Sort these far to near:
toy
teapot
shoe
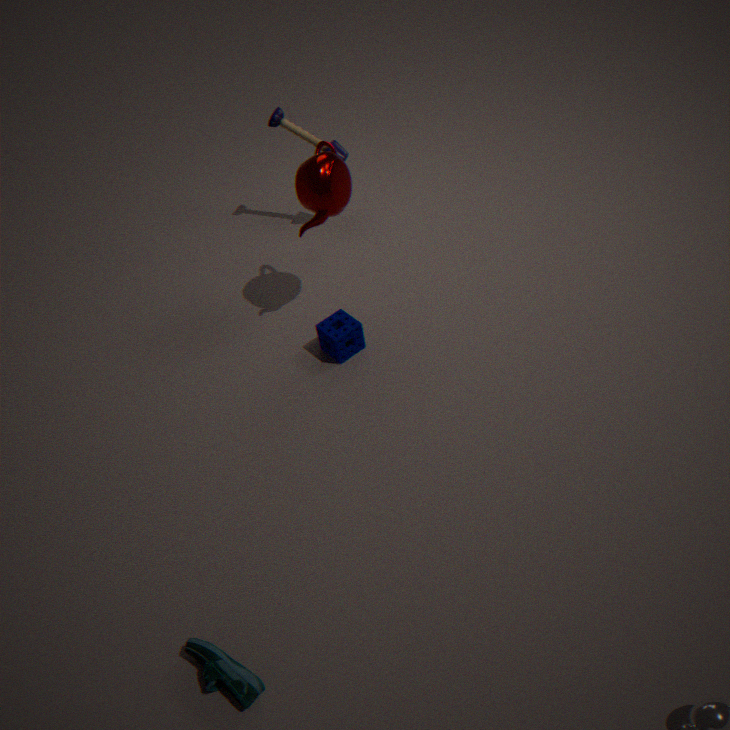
1. toy
2. teapot
3. shoe
